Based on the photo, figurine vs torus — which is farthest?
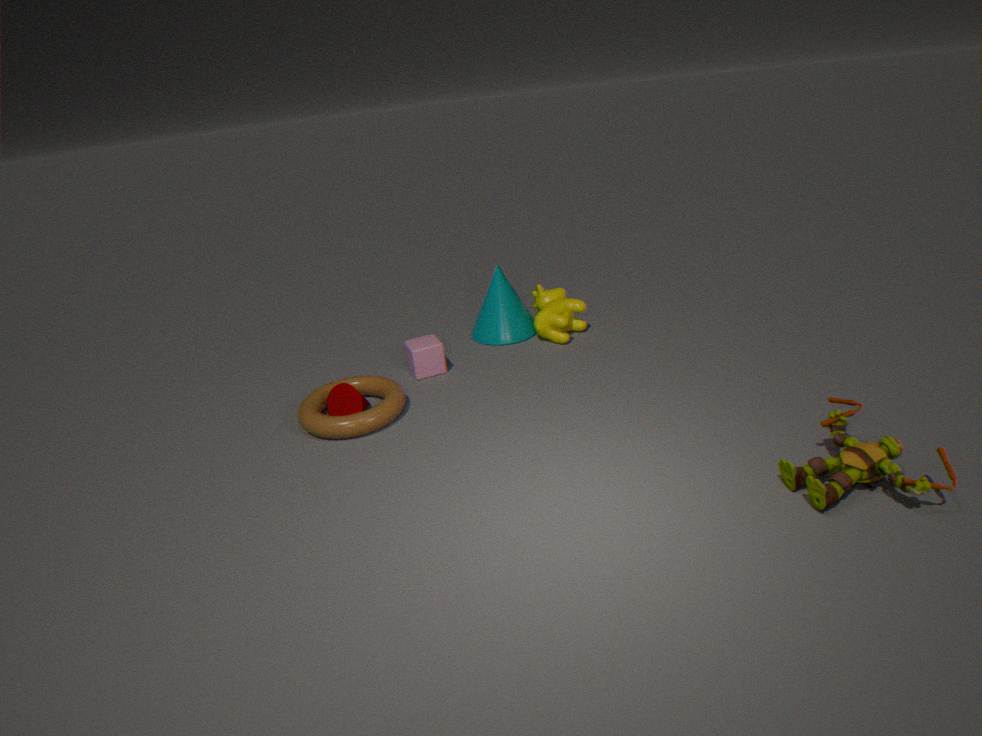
torus
